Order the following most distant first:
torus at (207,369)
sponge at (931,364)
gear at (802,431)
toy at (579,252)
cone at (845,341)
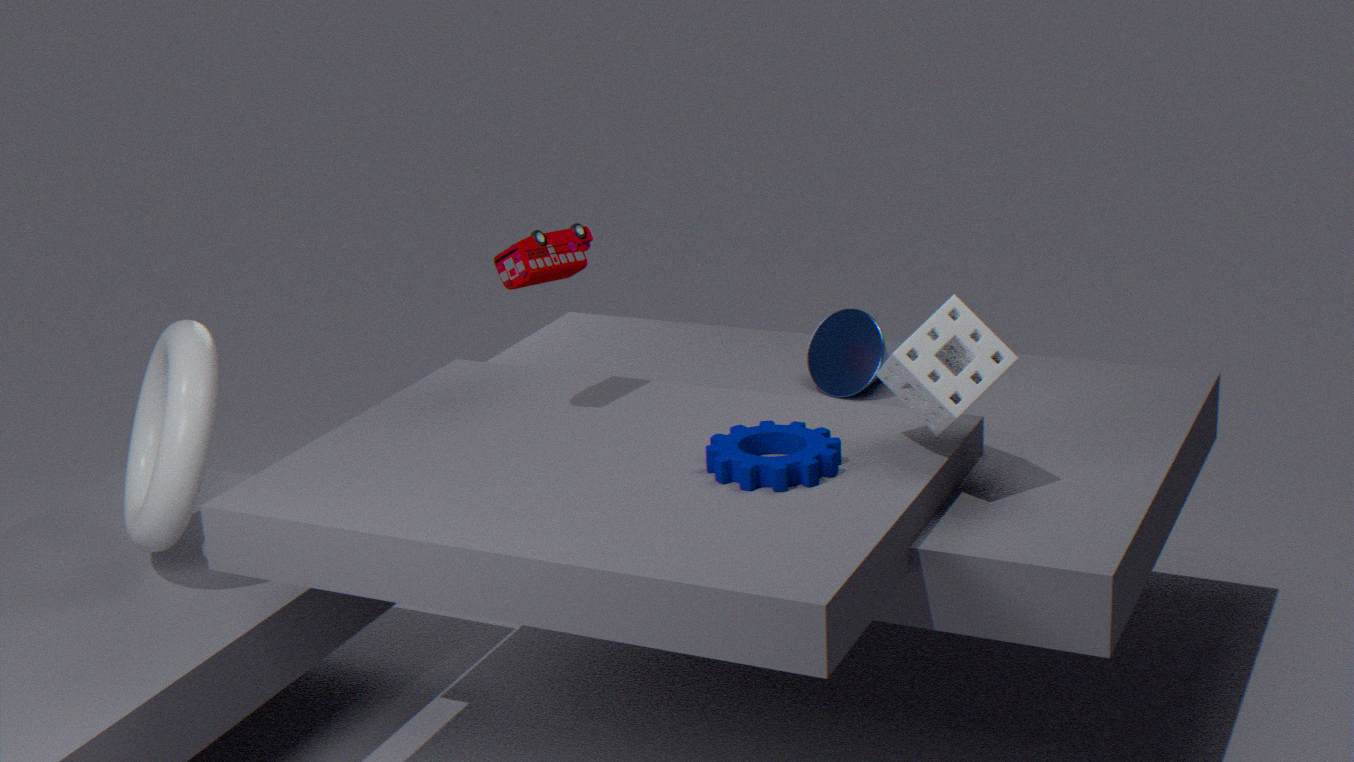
1. cone at (845,341)
2. torus at (207,369)
3. toy at (579,252)
4. gear at (802,431)
5. sponge at (931,364)
